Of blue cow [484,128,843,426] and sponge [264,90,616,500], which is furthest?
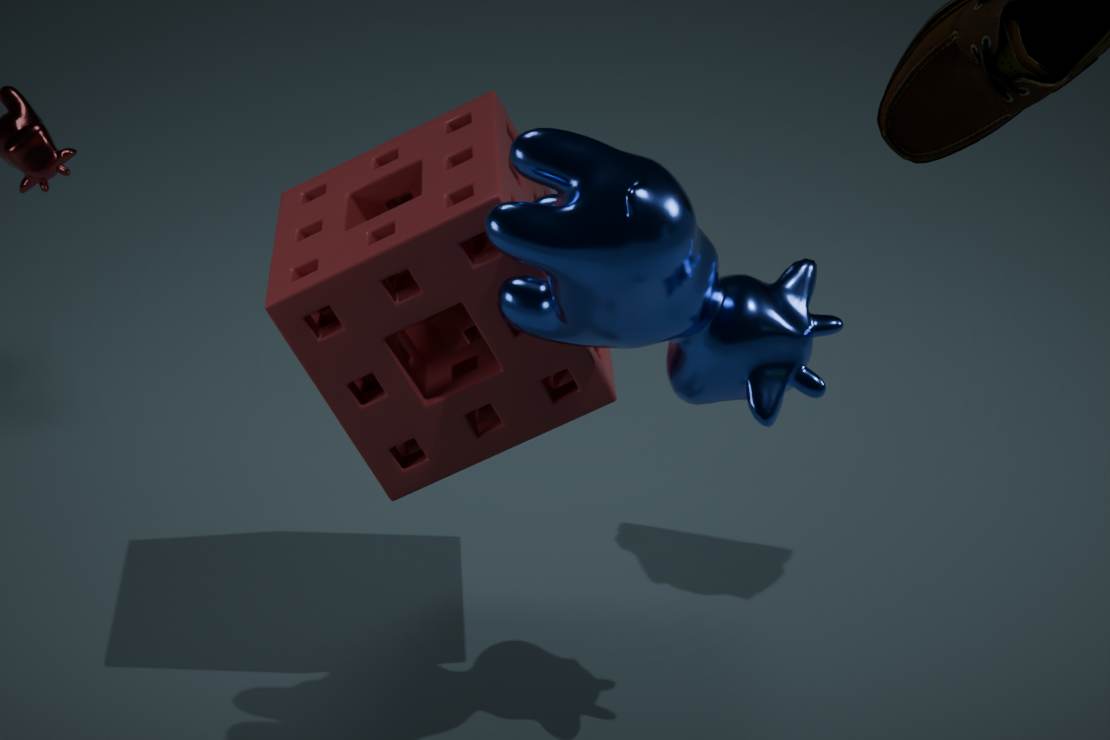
sponge [264,90,616,500]
